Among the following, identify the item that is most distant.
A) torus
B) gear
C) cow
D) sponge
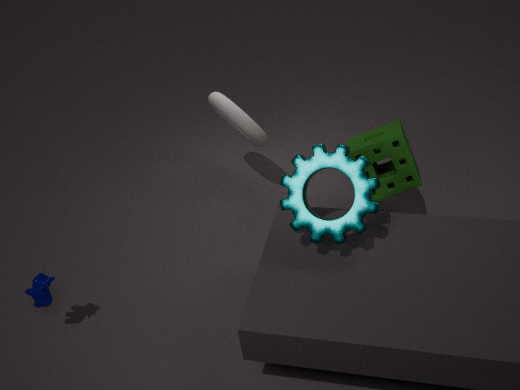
torus
